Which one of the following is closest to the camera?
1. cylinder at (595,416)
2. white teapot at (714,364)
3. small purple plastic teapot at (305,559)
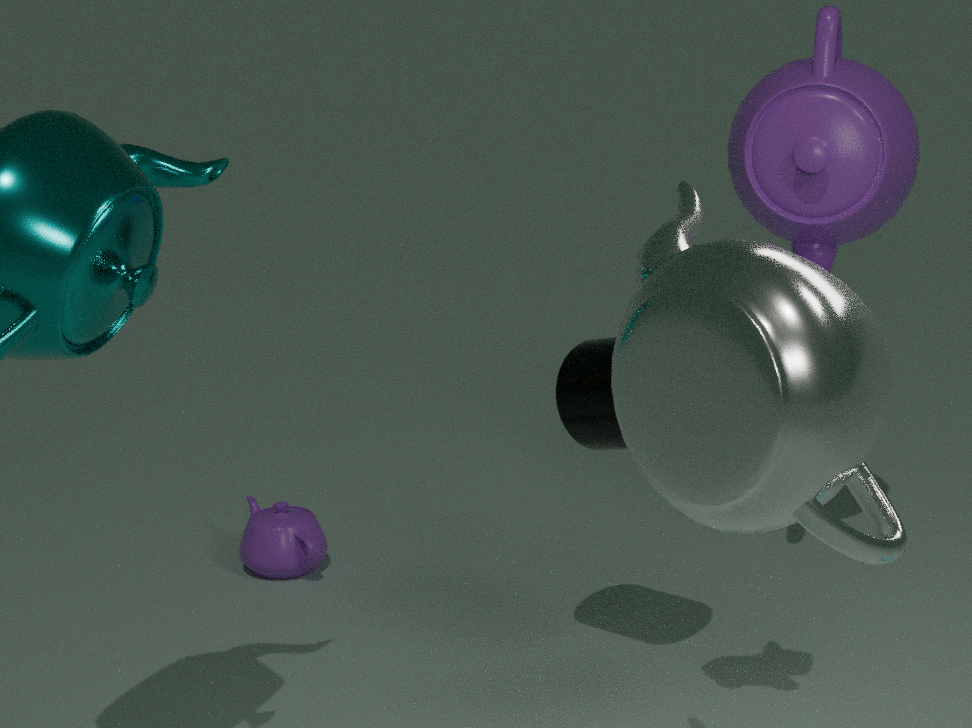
white teapot at (714,364)
